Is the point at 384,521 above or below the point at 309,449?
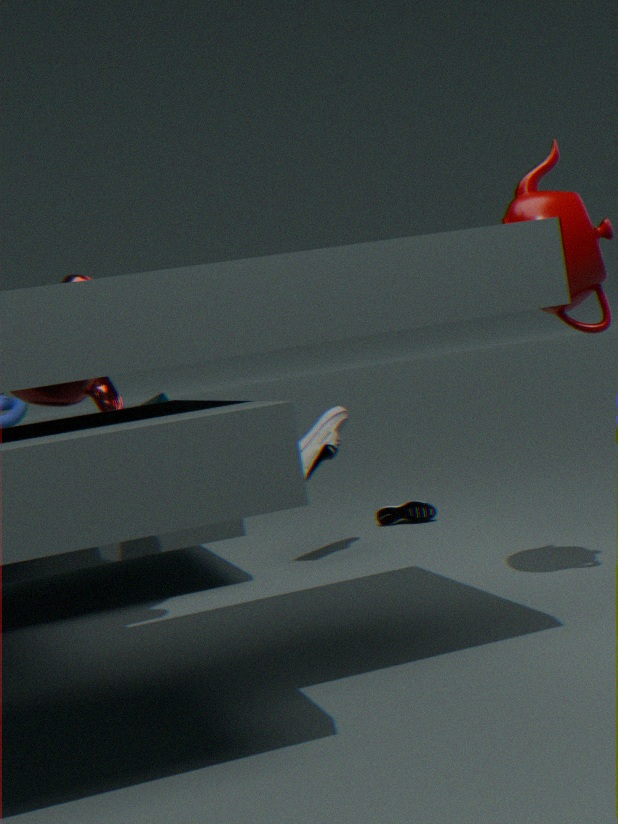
below
